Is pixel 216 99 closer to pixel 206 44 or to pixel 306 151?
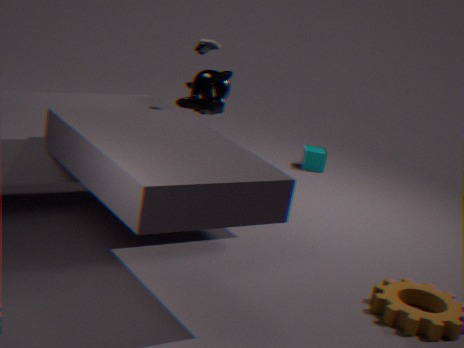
pixel 206 44
